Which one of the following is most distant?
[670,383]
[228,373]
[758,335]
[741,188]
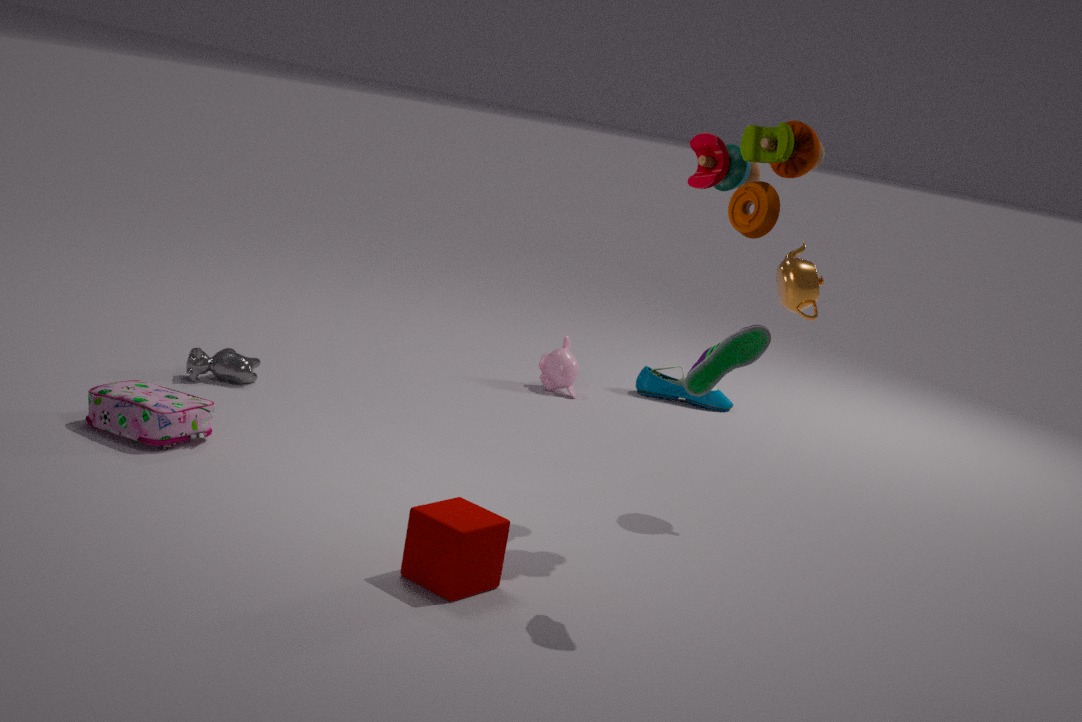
[670,383]
